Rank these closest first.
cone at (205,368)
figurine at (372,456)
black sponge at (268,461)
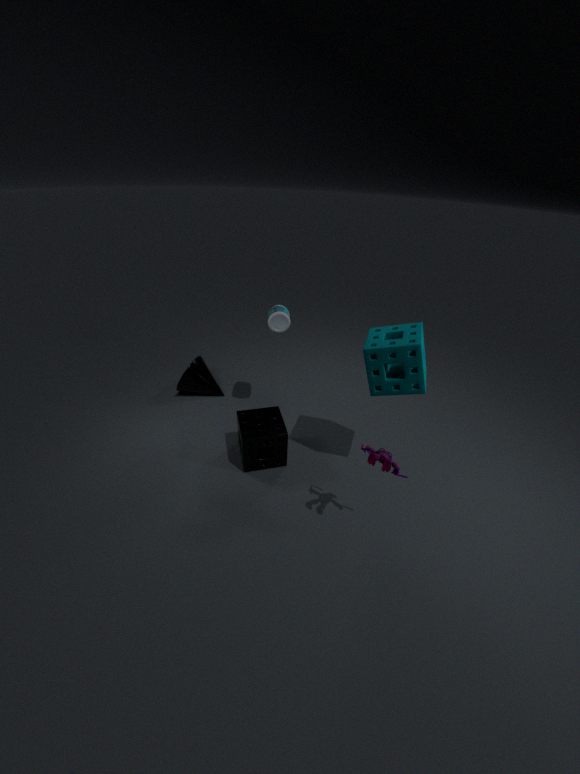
figurine at (372,456)
black sponge at (268,461)
cone at (205,368)
